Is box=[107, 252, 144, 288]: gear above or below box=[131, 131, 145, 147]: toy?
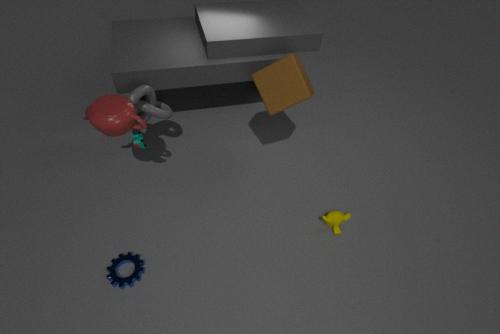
below
